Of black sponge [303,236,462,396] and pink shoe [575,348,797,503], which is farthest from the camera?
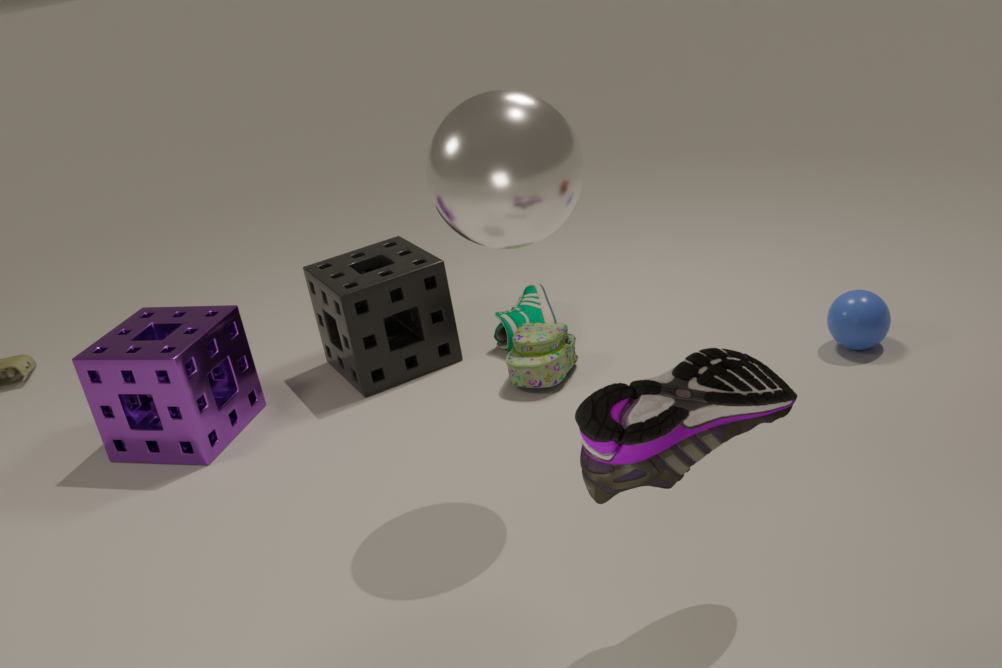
black sponge [303,236,462,396]
